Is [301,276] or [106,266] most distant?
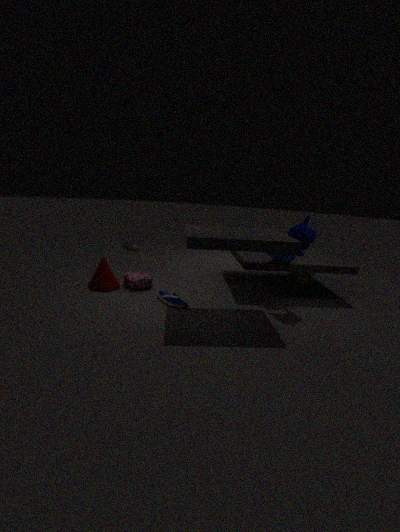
[301,276]
